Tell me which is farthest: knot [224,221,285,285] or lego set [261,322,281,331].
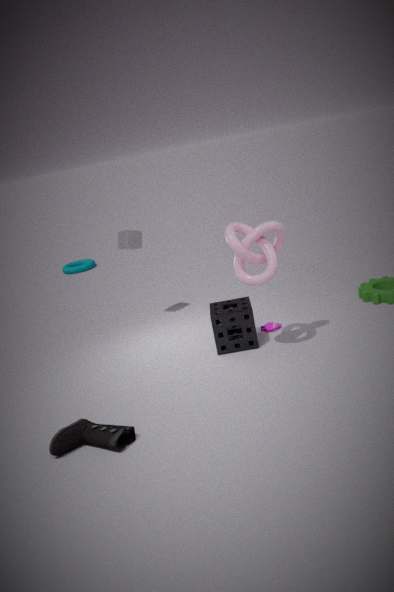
lego set [261,322,281,331]
